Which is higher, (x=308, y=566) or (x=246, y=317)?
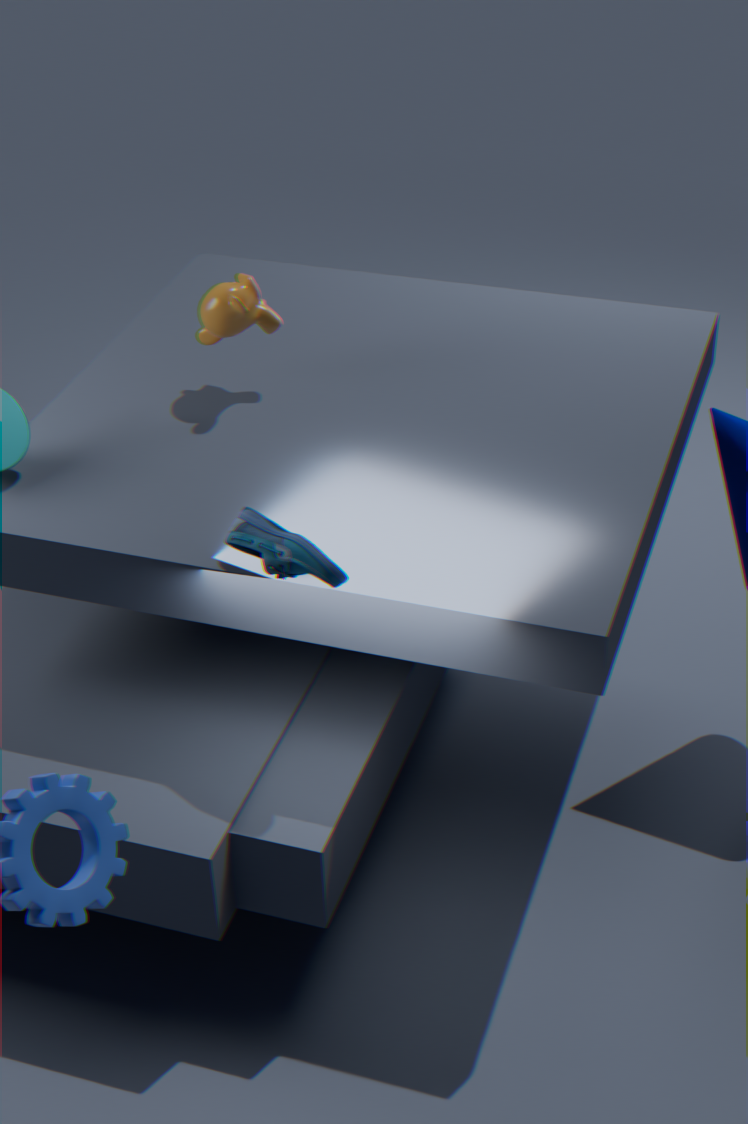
(x=246, y=317)
